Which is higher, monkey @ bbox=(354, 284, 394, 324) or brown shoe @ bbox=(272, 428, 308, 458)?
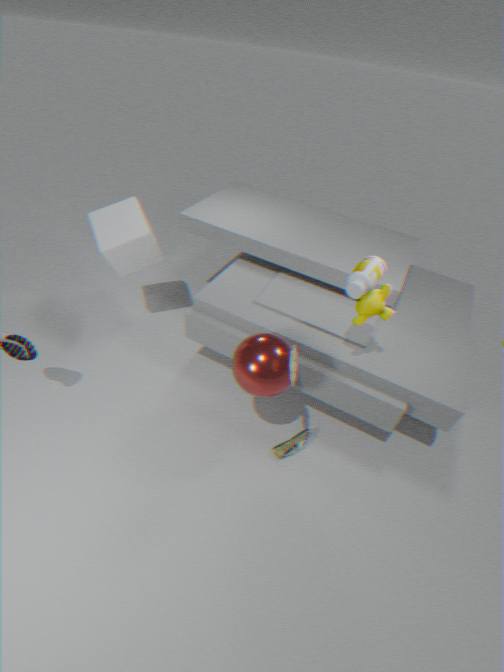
monkey @ bbox=(354, 284, 394, 324)
